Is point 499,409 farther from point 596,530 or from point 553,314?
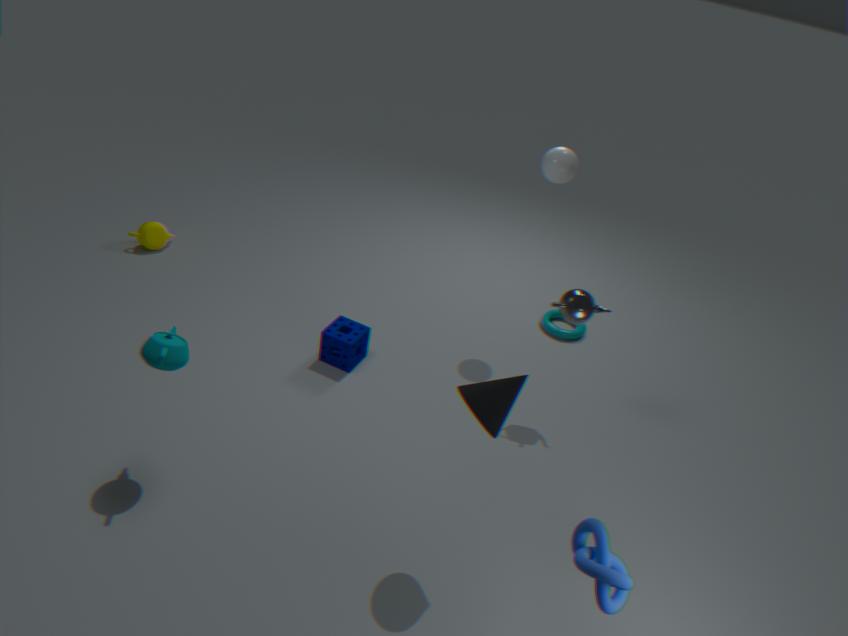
point 553,314
